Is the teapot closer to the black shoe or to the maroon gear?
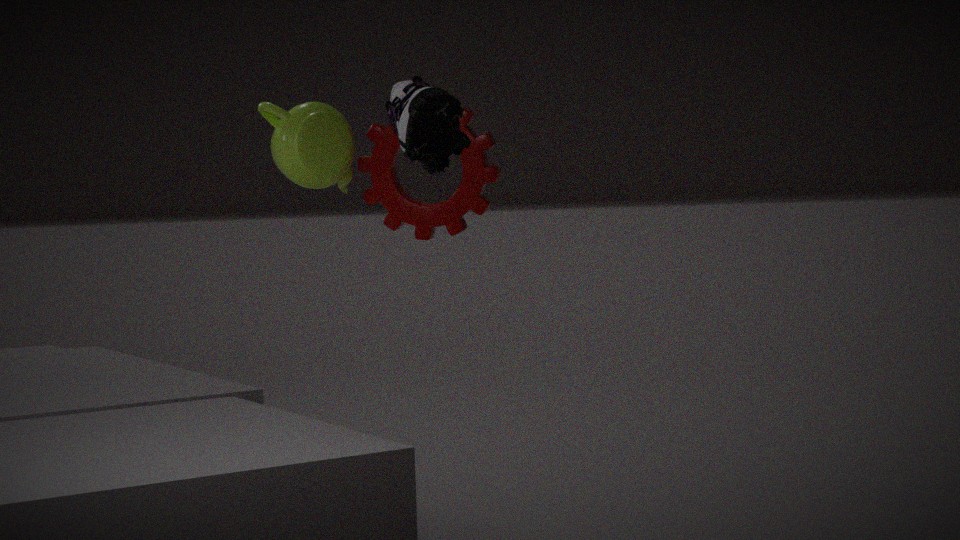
the maroon gear
